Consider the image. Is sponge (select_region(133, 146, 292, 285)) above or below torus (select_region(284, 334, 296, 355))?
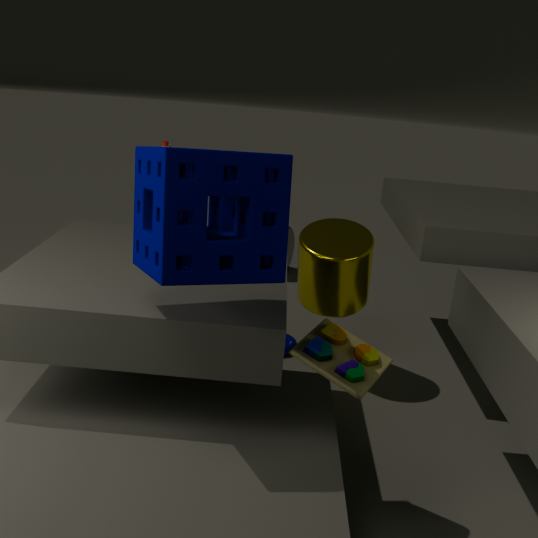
above
